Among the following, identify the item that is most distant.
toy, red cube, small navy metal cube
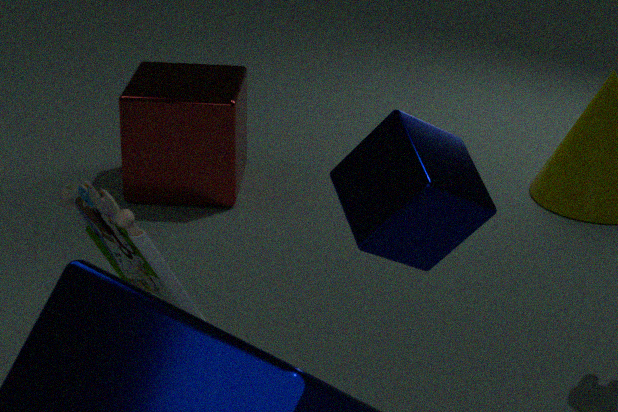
red cube
